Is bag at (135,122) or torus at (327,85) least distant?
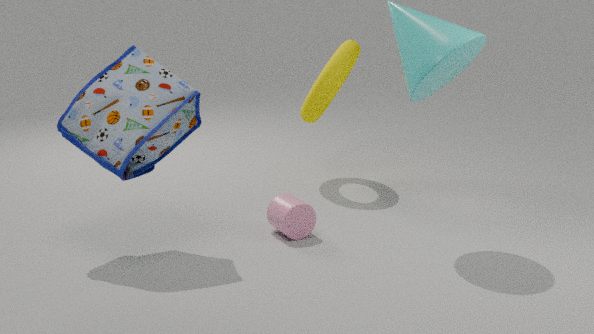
bag at (135,122)
